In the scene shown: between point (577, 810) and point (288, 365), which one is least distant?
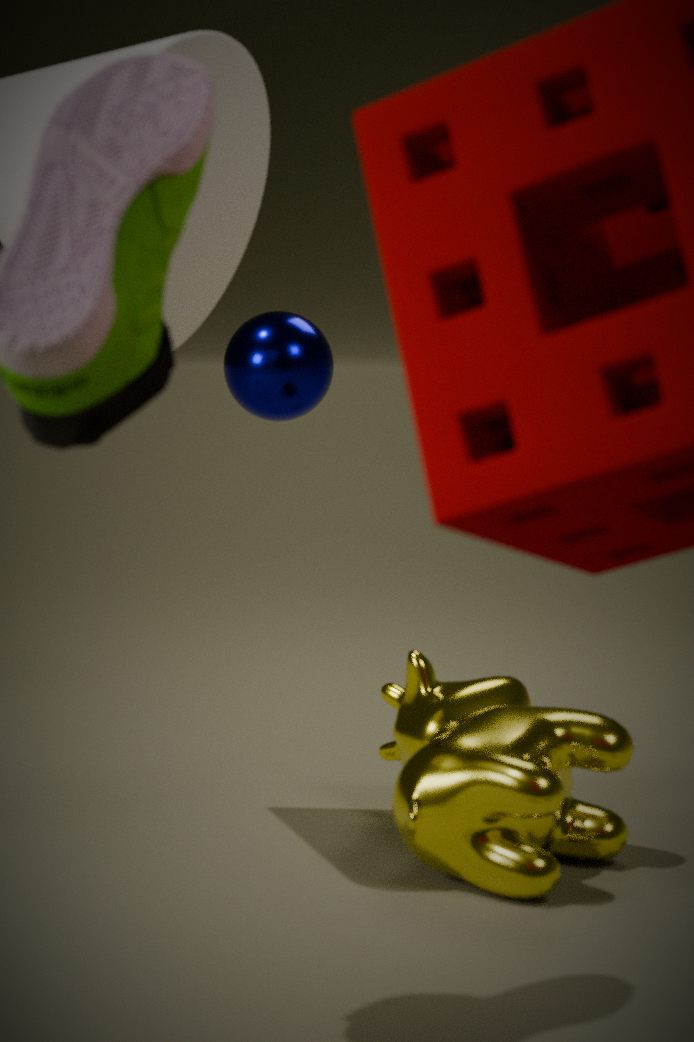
point (577, 810)
